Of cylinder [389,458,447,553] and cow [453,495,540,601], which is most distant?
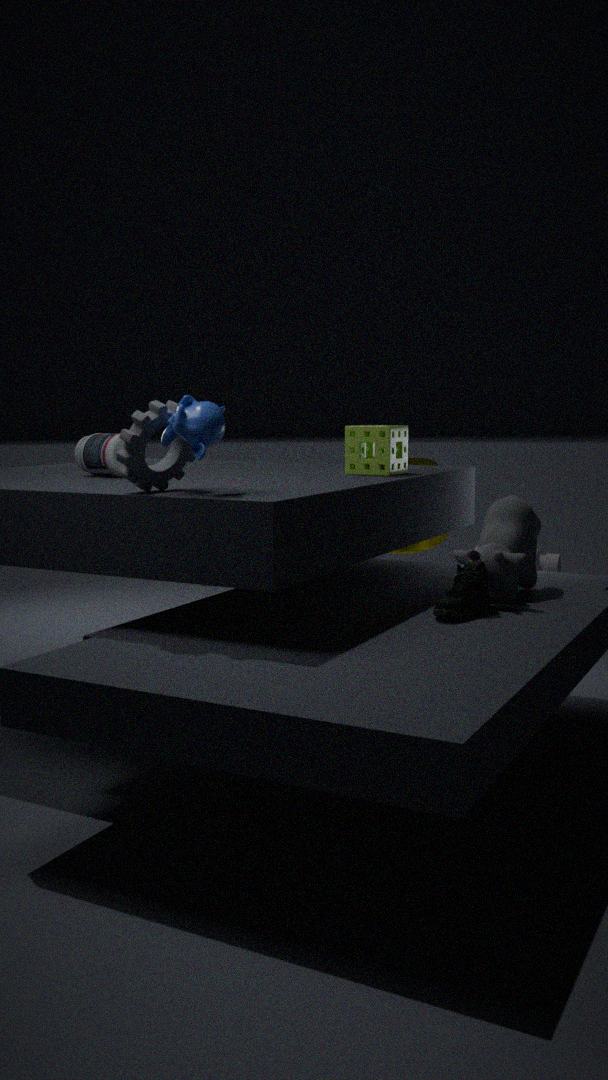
cylinder [389,458,447,553]
